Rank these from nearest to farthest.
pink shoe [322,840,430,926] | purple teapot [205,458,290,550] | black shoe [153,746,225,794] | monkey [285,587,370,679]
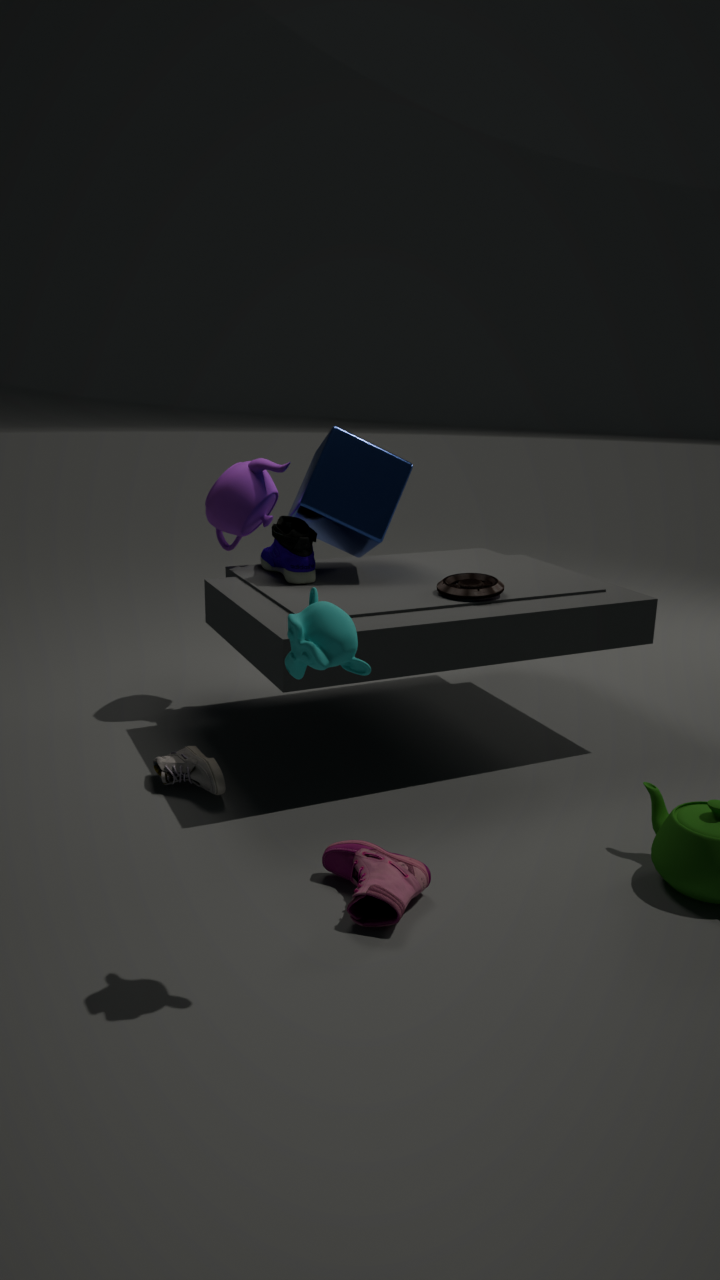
monkey [285,587,370,679]
pink shoe [322,840,430,926]
black shoe [153,746,225,794]
purple teapot [205,458,290,550]
